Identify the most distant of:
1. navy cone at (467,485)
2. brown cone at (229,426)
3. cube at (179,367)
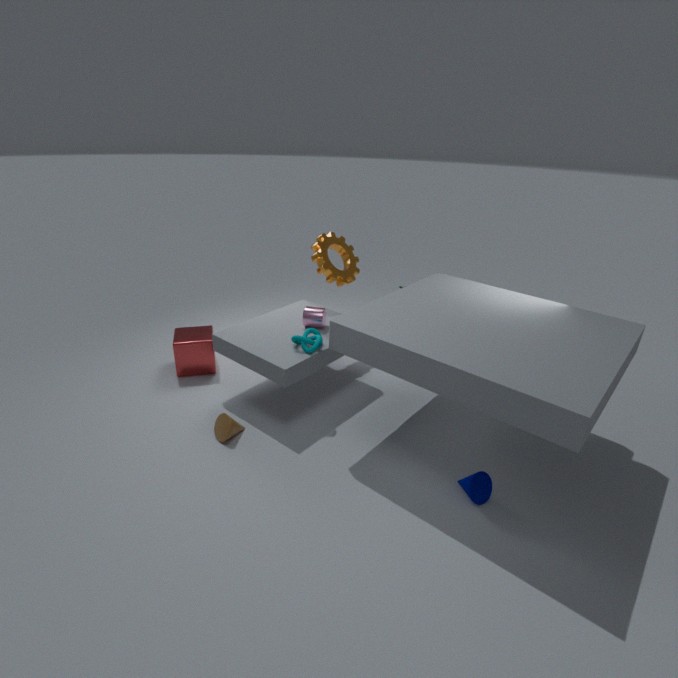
cube at (179,367)
